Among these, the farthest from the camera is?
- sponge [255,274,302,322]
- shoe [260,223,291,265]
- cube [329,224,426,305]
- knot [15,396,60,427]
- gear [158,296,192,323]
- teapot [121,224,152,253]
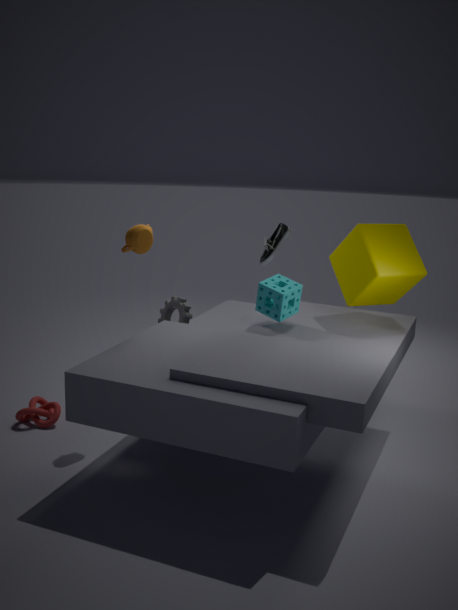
shoe [260,223,291,265]
